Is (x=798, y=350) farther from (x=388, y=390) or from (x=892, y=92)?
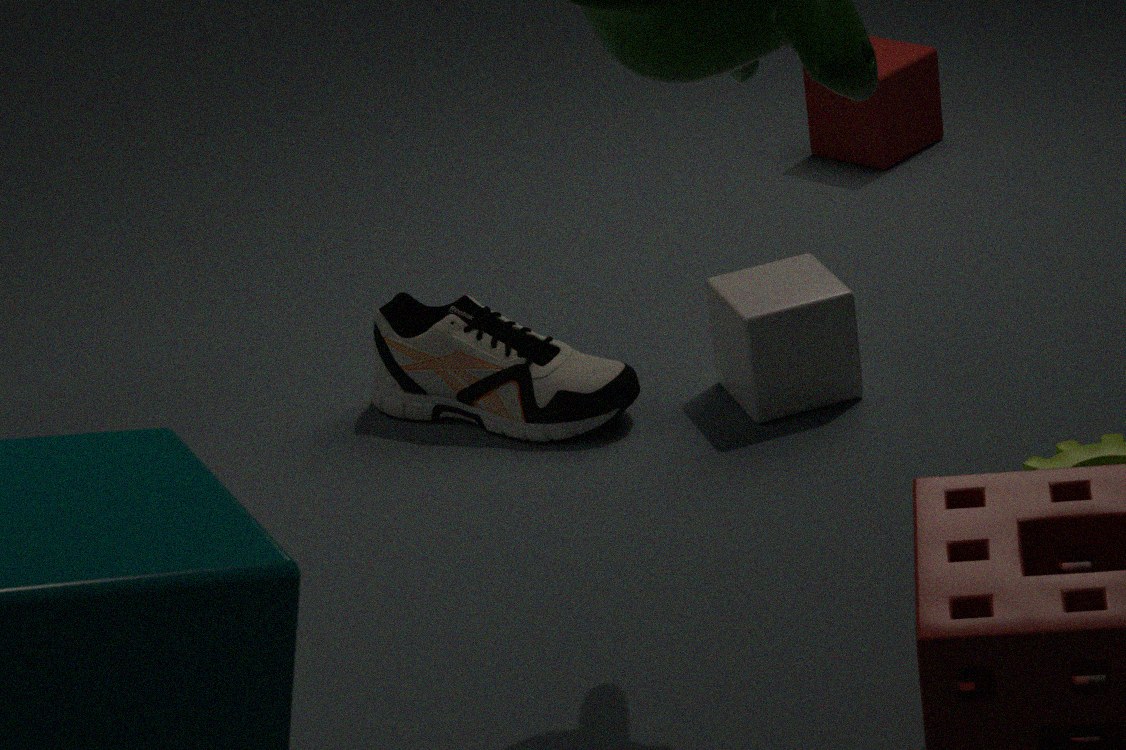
(x=892, y=92)
